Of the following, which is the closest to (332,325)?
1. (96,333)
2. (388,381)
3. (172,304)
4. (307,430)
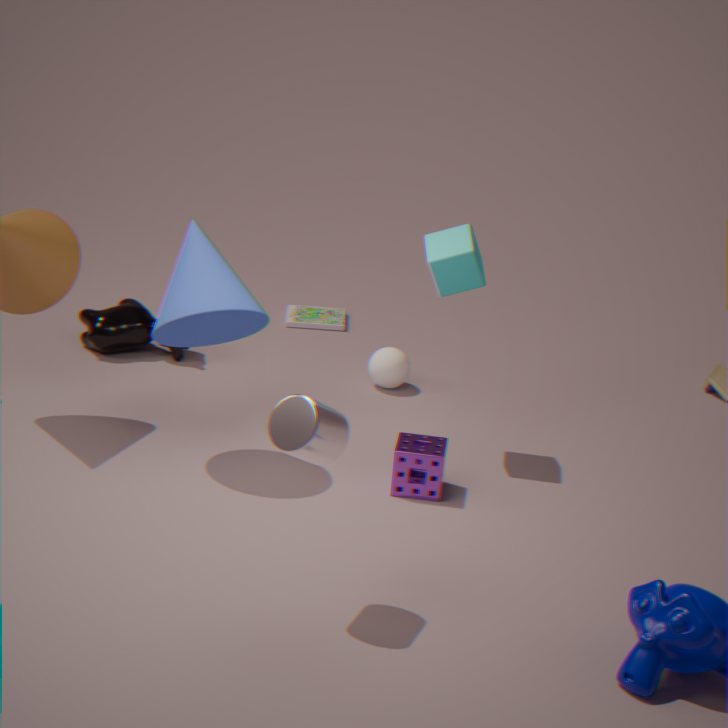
(388,381)
